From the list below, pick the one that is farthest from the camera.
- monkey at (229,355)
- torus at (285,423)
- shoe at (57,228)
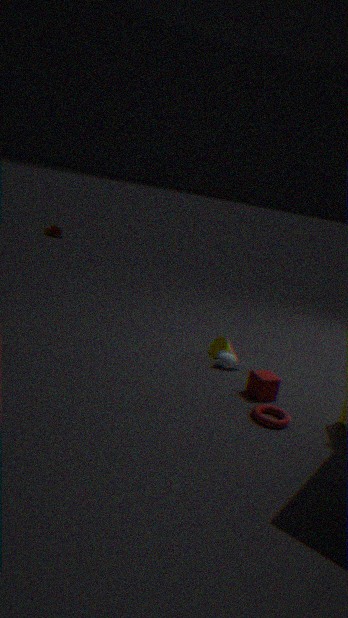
shoe at (57,228)
